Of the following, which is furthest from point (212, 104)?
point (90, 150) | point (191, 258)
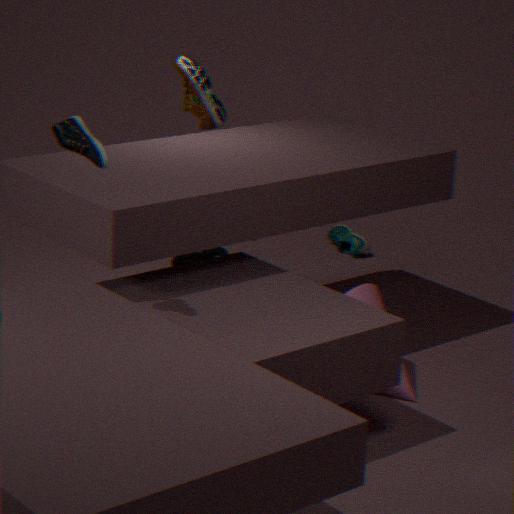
point (90, 150)
